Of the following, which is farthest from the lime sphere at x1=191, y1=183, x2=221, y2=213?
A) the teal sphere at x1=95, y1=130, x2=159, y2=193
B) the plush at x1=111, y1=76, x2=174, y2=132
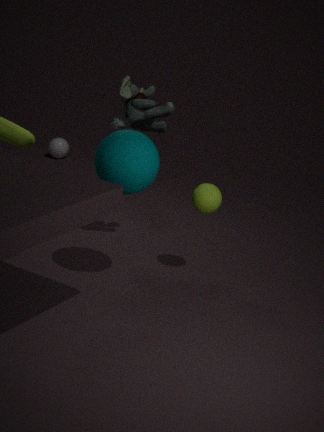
the plush at x1=111, y1=76, x2=174, y2=132
